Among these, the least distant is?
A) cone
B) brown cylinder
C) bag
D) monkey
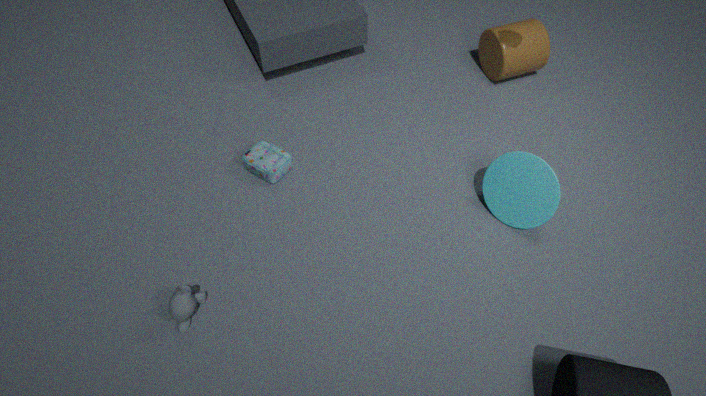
monkey
